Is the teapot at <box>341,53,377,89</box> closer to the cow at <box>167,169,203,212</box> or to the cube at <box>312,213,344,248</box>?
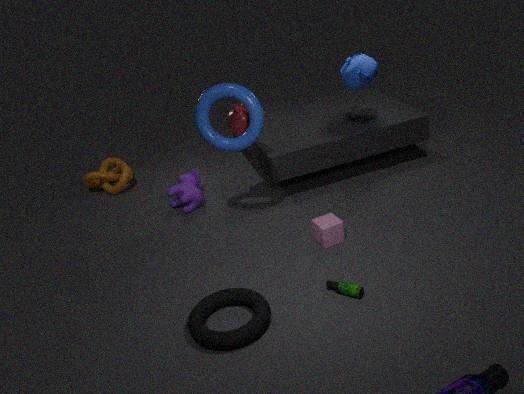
the cube at <box>312,213,344,248</box>
